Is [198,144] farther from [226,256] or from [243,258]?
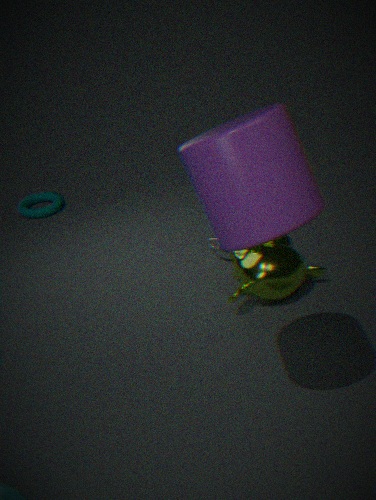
[226,256]
